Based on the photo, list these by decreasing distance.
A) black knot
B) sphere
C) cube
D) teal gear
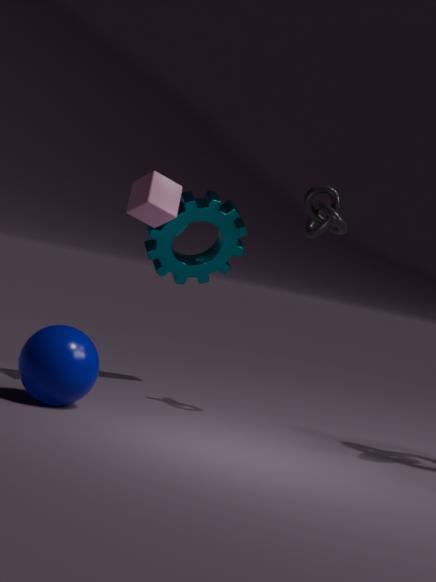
teal gear, black knot, cube, sphere
